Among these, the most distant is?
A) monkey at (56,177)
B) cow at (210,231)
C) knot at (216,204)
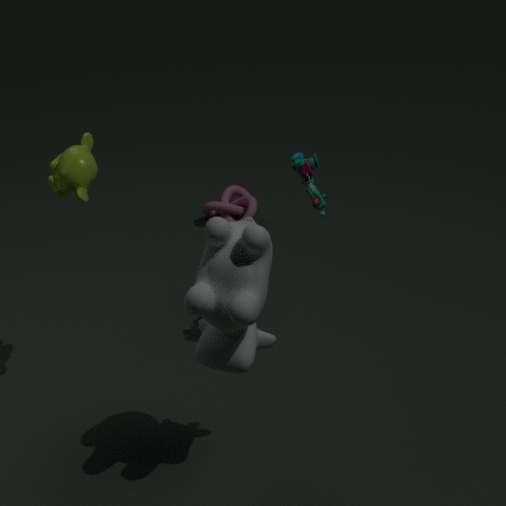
Result: knot at (216,204)
